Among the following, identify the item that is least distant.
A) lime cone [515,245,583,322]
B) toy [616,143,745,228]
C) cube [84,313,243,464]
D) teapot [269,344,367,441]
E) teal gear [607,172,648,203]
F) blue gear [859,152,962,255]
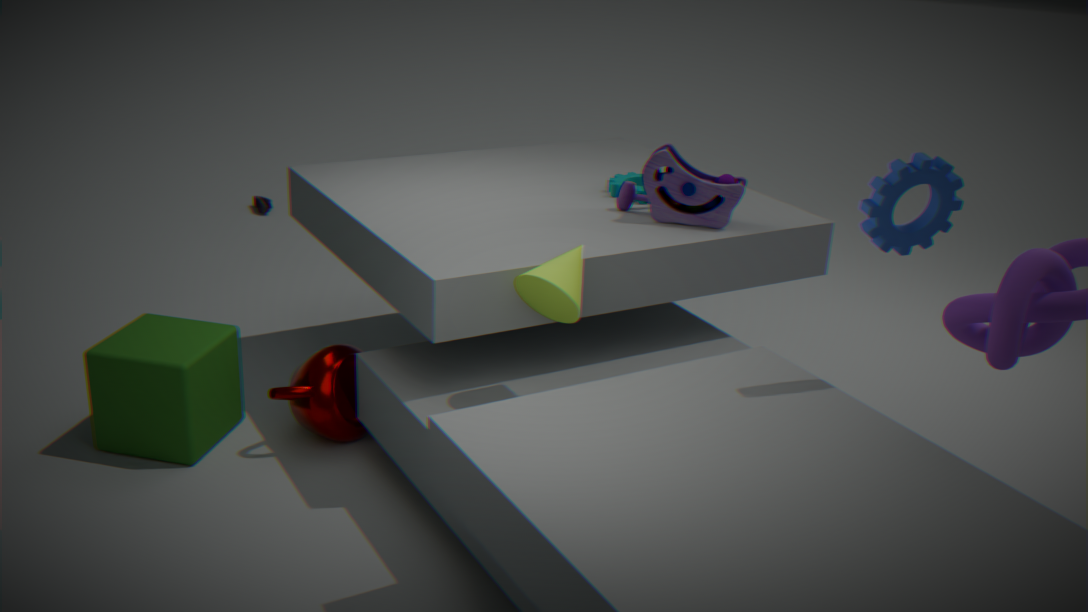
blue gear [859,152,962,255]
